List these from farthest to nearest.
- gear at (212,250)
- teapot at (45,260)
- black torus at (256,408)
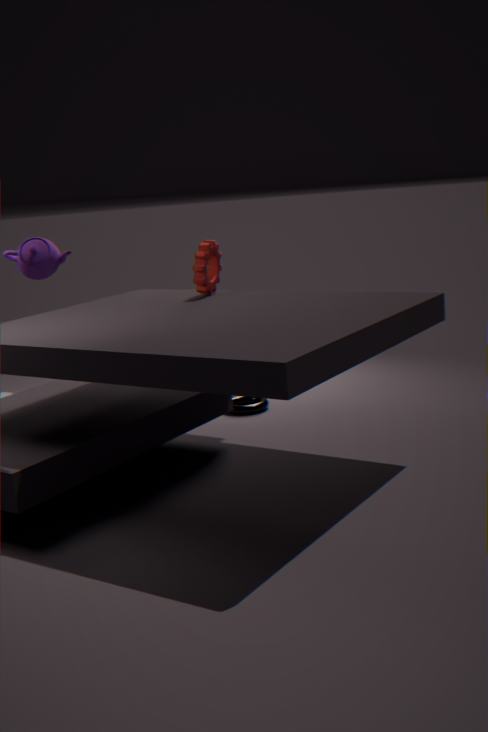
black torus at (256,408)
gear at (212,250)
teapot at (45,260)
